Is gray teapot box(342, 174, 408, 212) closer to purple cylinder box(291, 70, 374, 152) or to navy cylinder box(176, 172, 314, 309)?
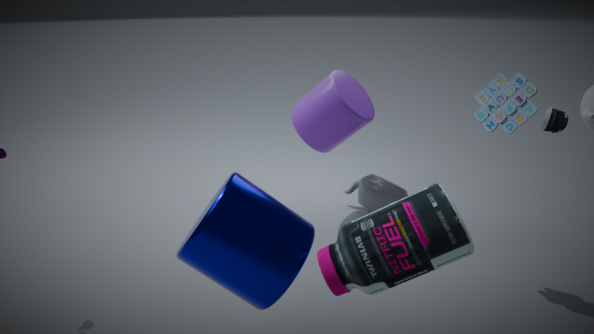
purple cylinder box(291, 70, 374, 152)
